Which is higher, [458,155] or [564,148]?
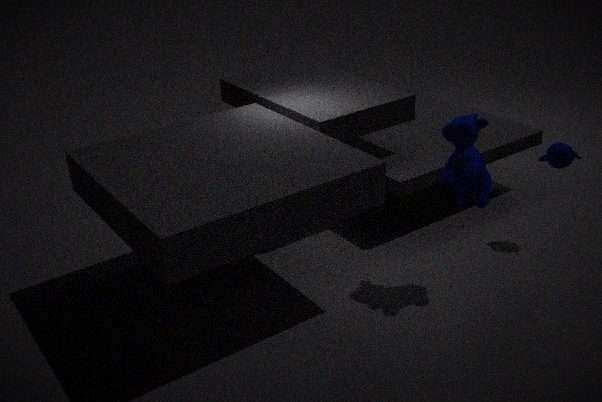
[458,155]
